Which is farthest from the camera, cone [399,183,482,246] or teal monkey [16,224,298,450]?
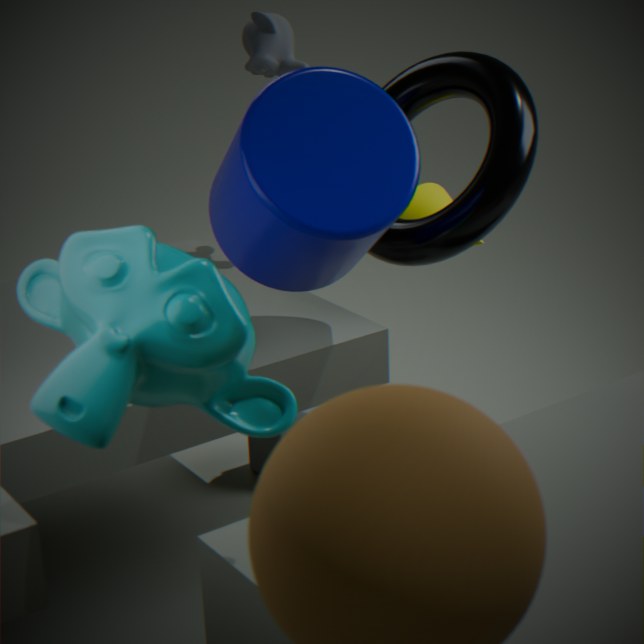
cone [399,183,482,246]
